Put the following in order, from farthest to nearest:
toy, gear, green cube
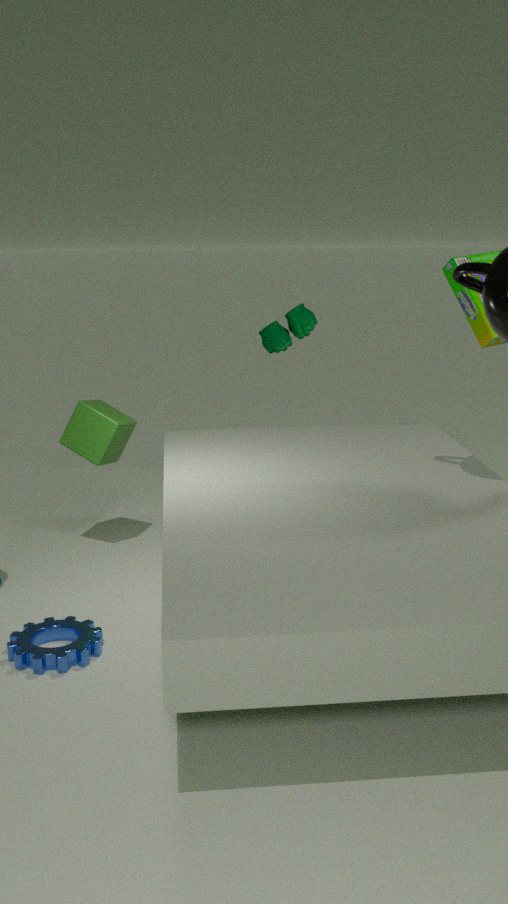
toy < green cube < gear
